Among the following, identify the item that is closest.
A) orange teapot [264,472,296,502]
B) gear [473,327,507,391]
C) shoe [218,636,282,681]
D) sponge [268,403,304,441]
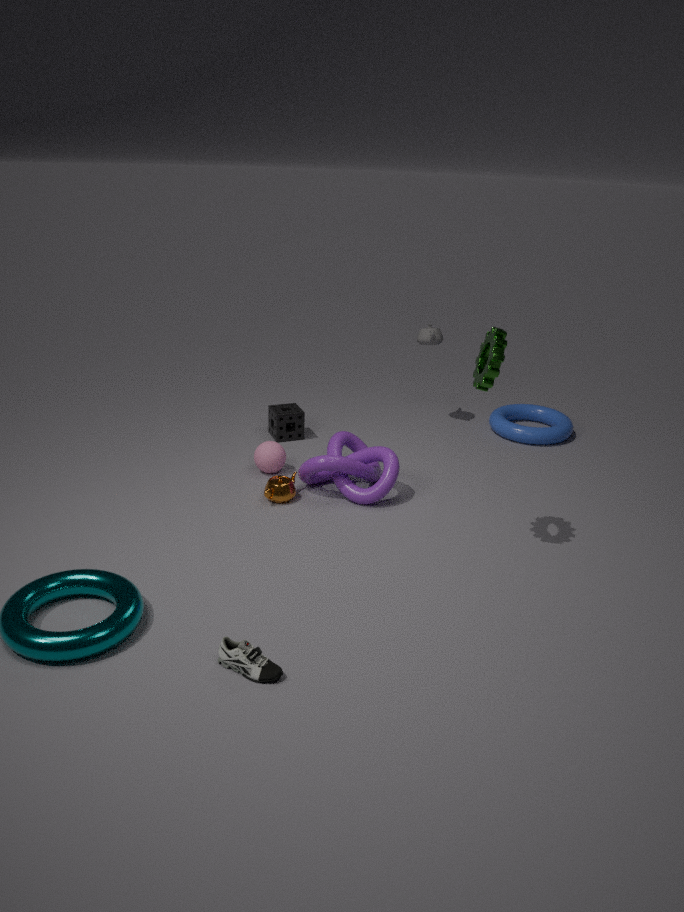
shoe [218,636,282,681]
